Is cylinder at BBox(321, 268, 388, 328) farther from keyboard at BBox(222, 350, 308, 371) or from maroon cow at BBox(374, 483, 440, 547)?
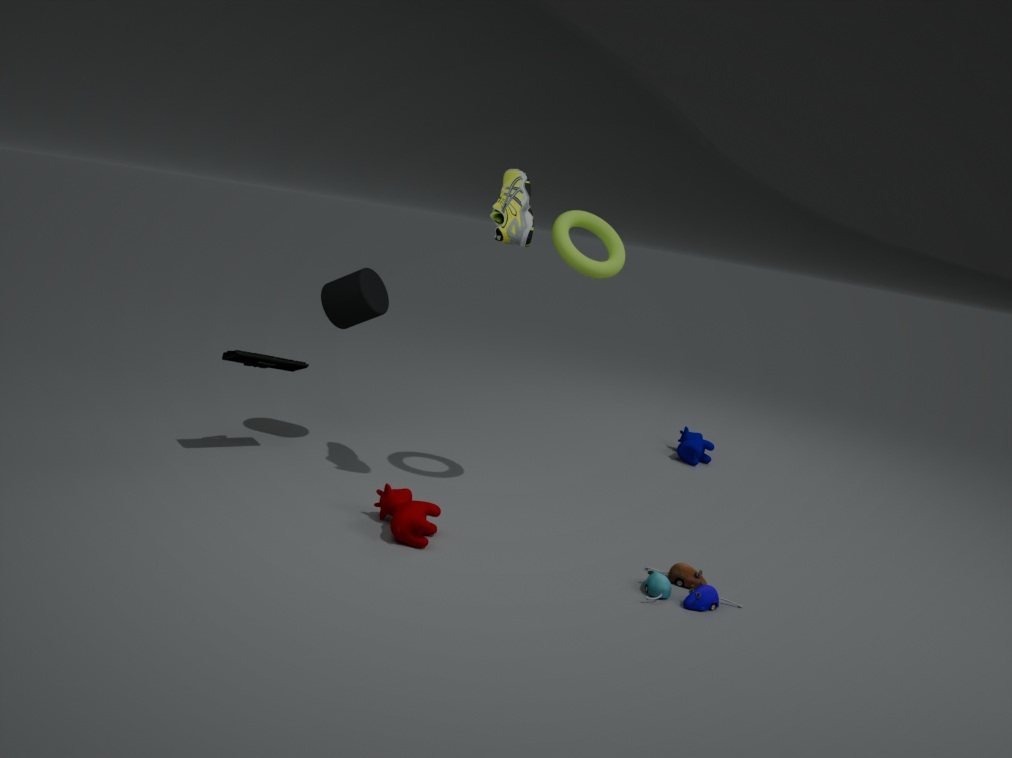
maroon cow at BBox(374, 483, 440, 547)
